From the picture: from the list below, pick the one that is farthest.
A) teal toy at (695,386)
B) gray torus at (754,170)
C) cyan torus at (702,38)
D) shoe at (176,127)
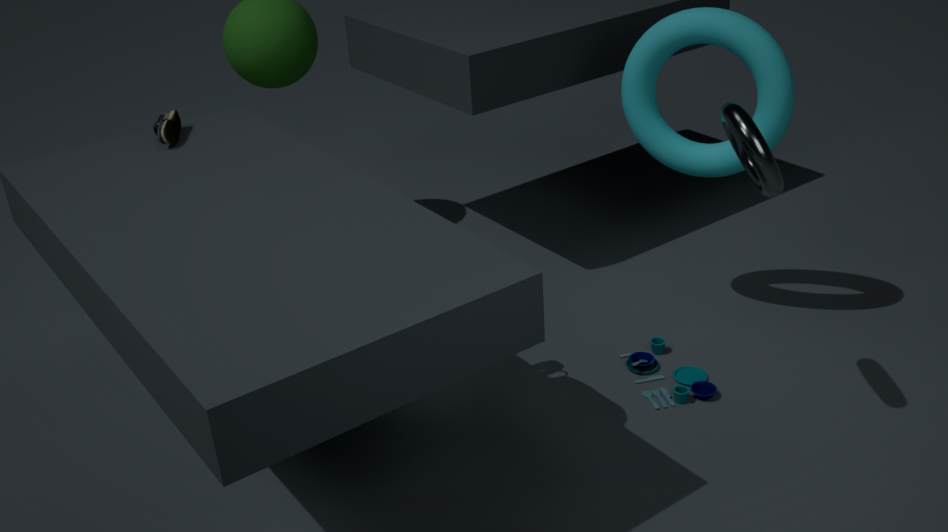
shoe at (176,127)
